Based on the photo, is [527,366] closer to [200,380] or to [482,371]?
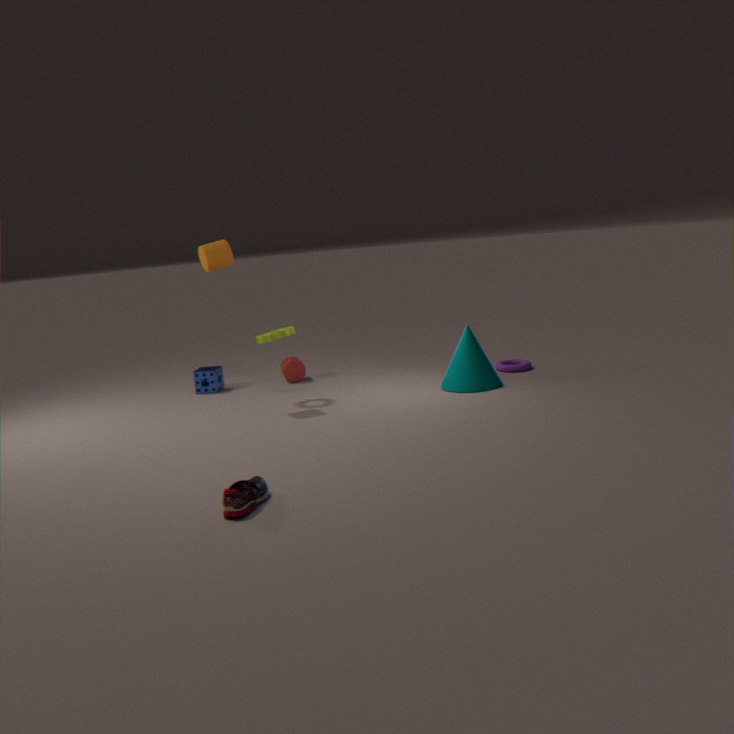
[482,371]
